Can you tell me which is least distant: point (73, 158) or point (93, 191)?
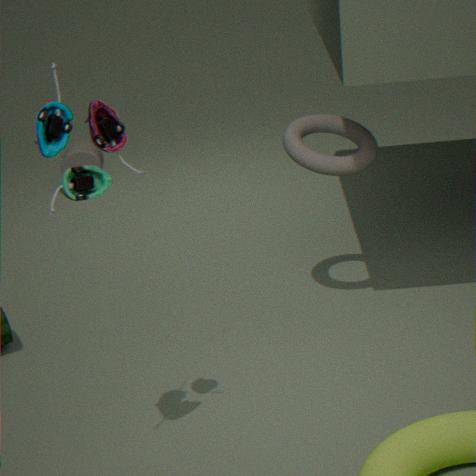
point (93, 191)
